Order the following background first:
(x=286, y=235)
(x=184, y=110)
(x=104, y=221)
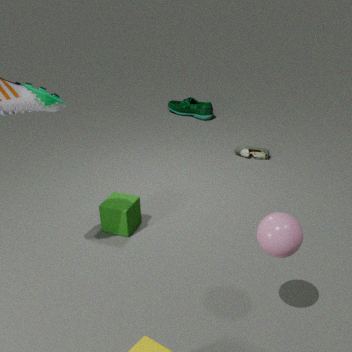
1. (x=184, y=110)
2. (x=104, y=221)
3. (x=286, y=235)
